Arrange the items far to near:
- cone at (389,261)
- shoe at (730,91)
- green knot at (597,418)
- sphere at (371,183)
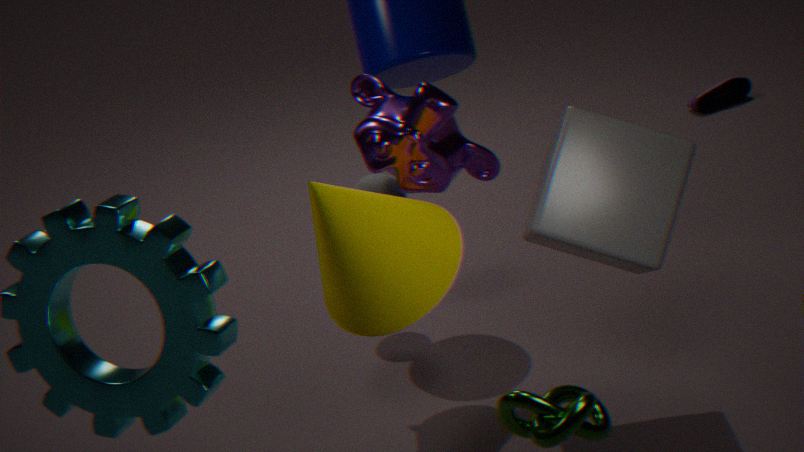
shoe at (730,91) → sphere at (371,183) → cone at (389,261) → green knot at (597,418)
